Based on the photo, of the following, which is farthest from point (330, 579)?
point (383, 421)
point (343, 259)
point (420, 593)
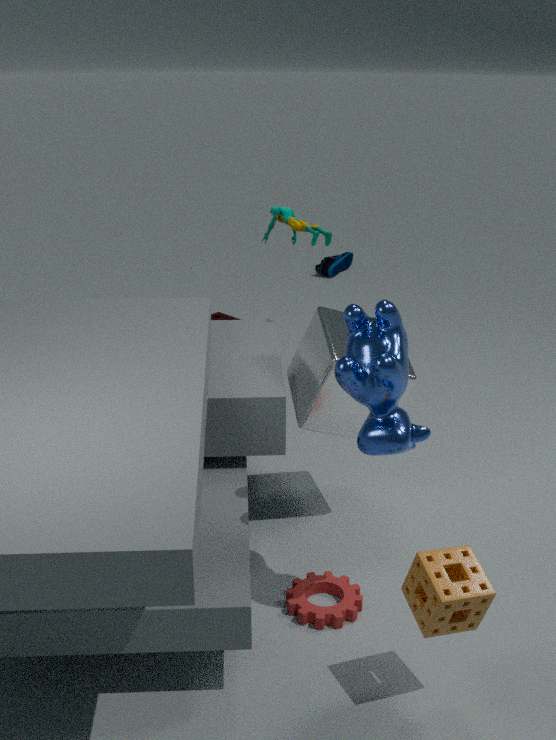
point (343, 259)
